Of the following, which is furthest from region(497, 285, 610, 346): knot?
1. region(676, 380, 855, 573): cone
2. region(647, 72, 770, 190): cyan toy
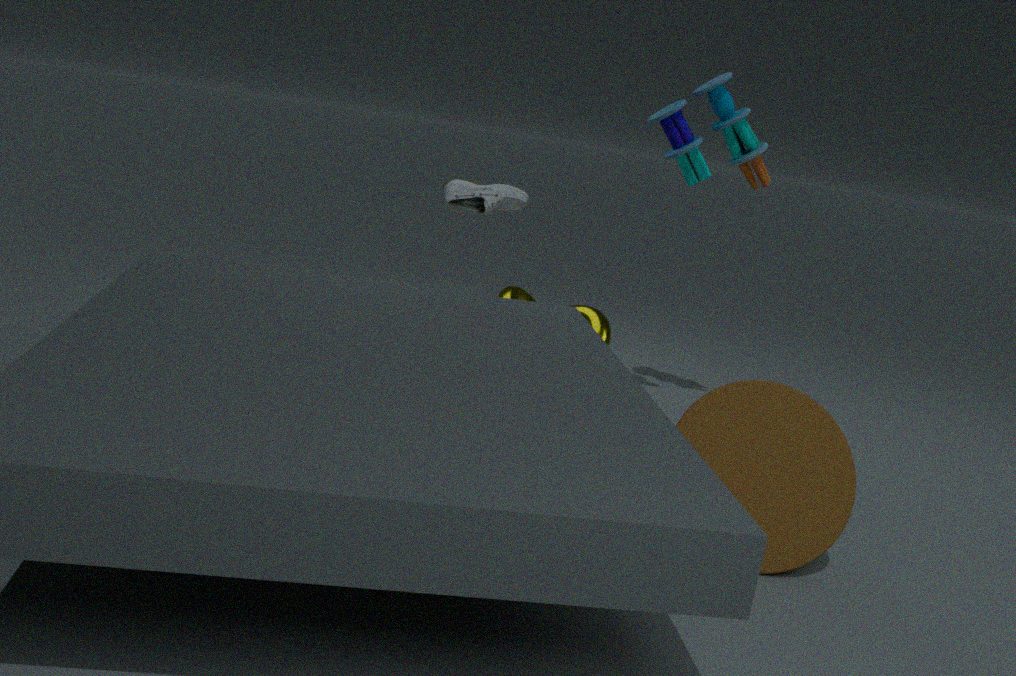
region(676, 380, 855, 573): cone
